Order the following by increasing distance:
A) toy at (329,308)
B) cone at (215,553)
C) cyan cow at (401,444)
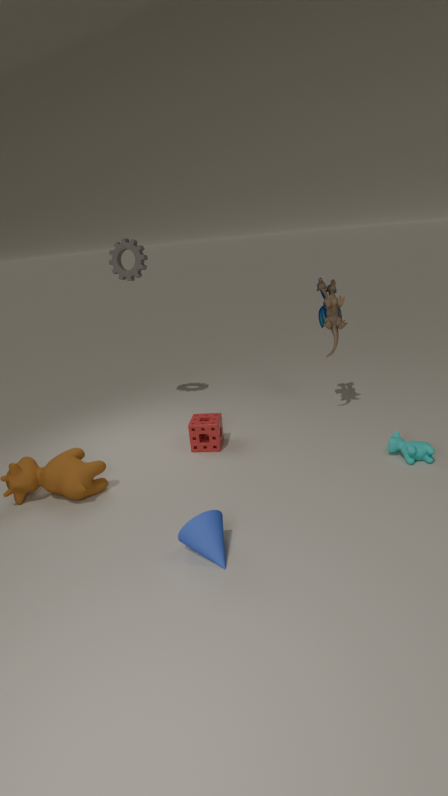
cone at (215,553), cyan cow at (401,444), toy at (329,308)
